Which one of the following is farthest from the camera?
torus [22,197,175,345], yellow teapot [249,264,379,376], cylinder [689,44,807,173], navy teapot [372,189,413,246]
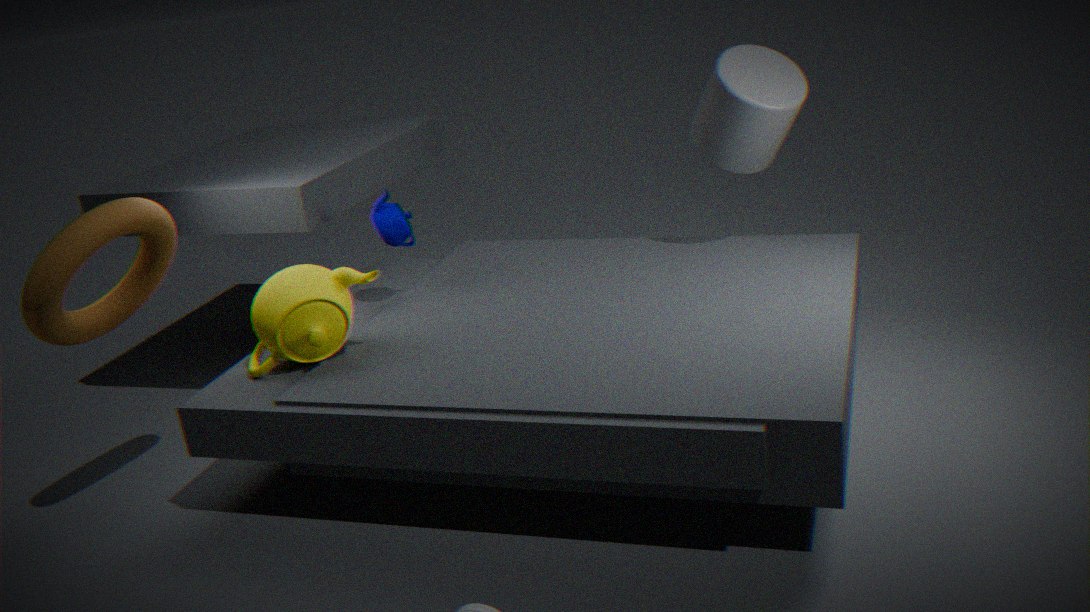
cylinder [689,44,807,173]
